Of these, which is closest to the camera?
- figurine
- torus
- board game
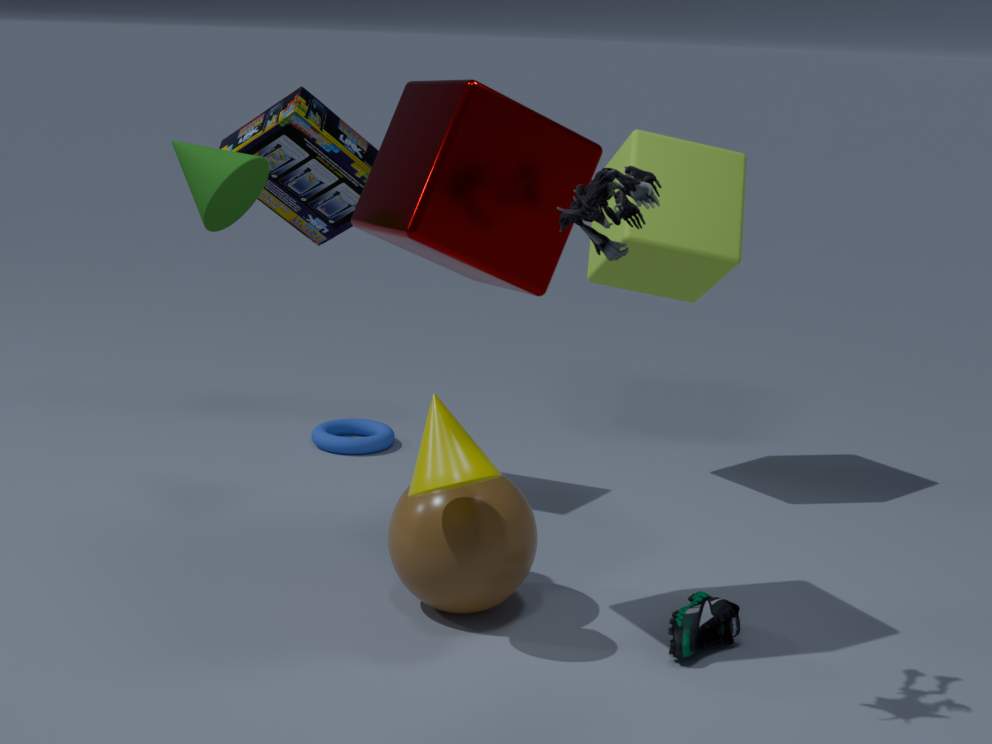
figurine
